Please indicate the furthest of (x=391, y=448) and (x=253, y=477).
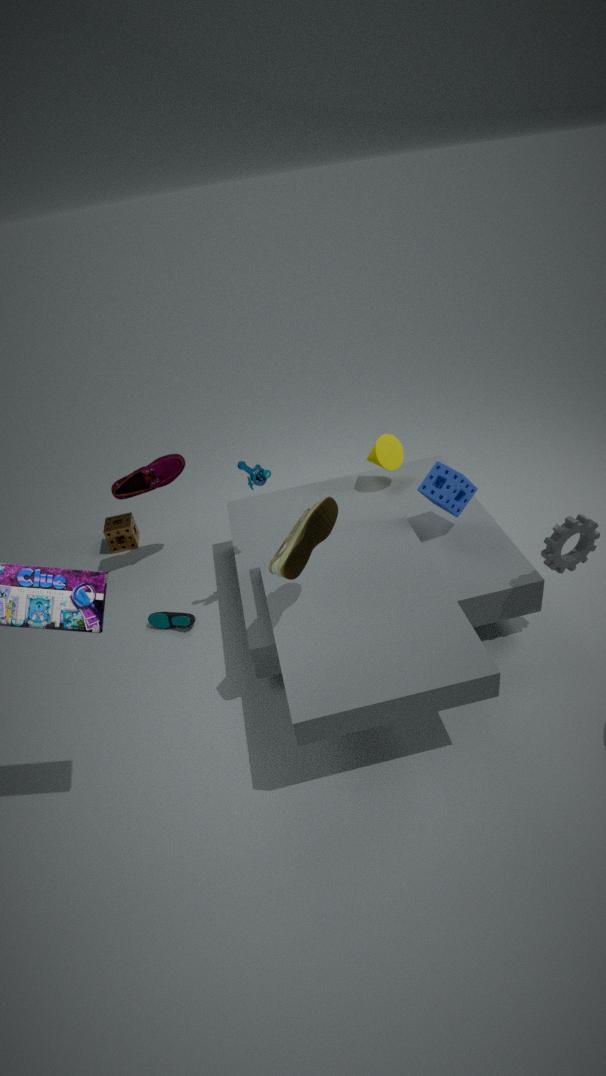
(x=391, y=448)
